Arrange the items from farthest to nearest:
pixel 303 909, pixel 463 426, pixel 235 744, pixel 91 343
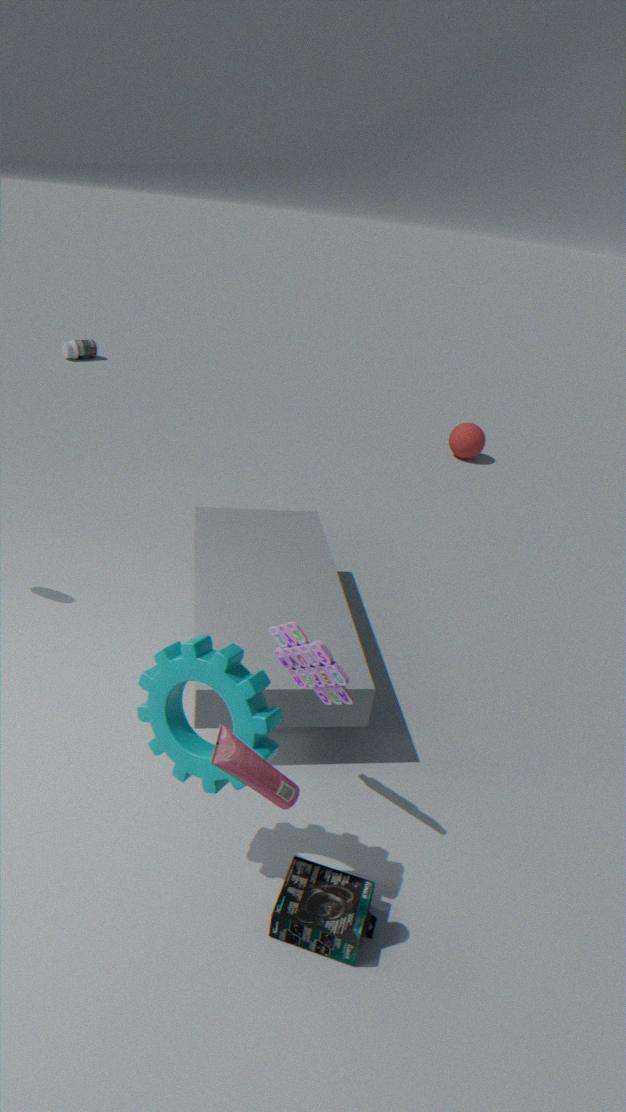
pixel 91 343 → pixel 463 426 → pixel 303 909 → pixel 235 744
